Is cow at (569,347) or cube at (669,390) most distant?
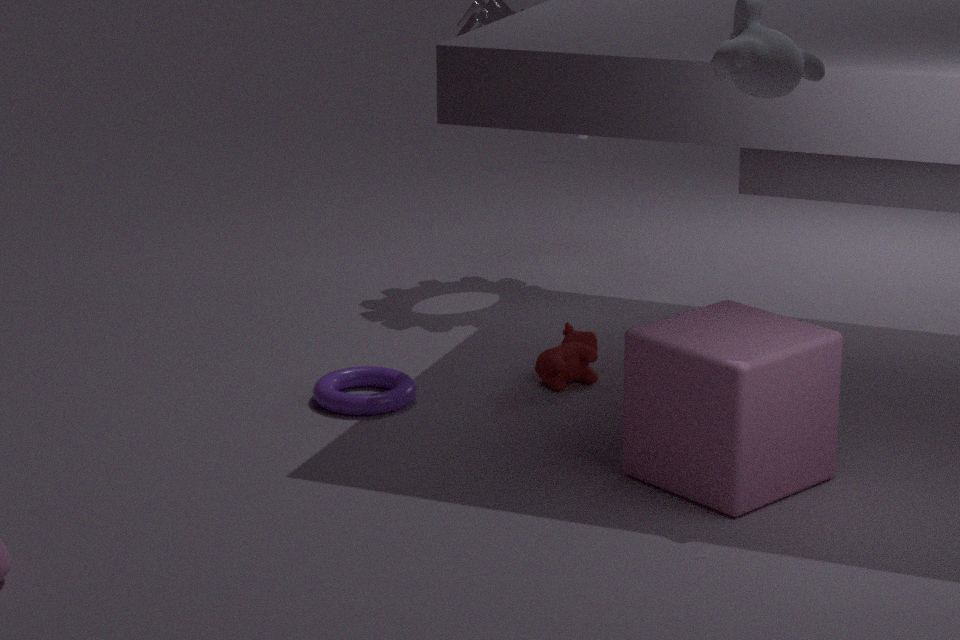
cow at (569,347)
